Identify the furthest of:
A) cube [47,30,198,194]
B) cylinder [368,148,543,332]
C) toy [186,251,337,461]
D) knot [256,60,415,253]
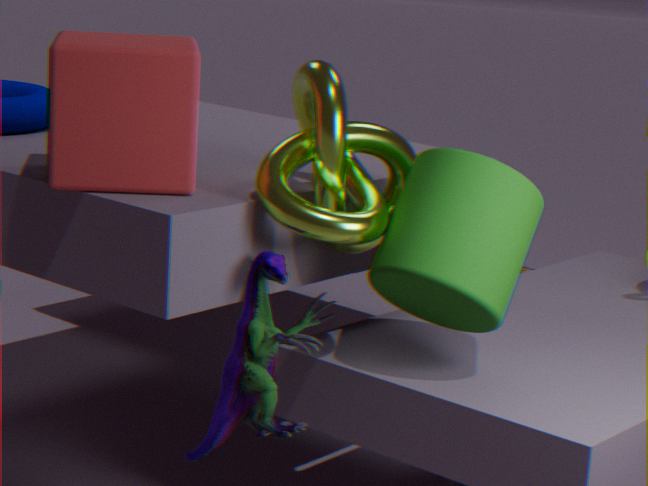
toy [186,251,337,461]
